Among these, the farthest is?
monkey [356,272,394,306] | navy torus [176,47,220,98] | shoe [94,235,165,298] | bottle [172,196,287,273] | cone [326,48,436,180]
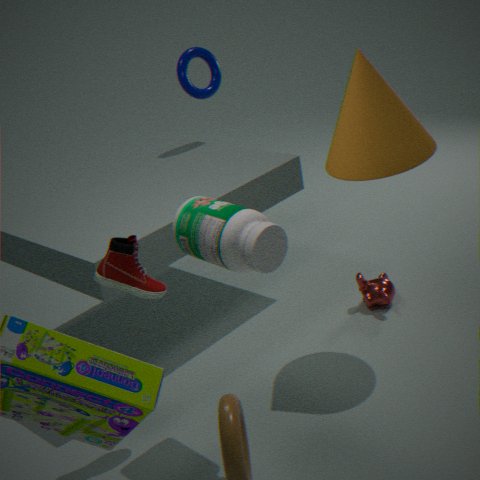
navy torus [176,47,220,98]
